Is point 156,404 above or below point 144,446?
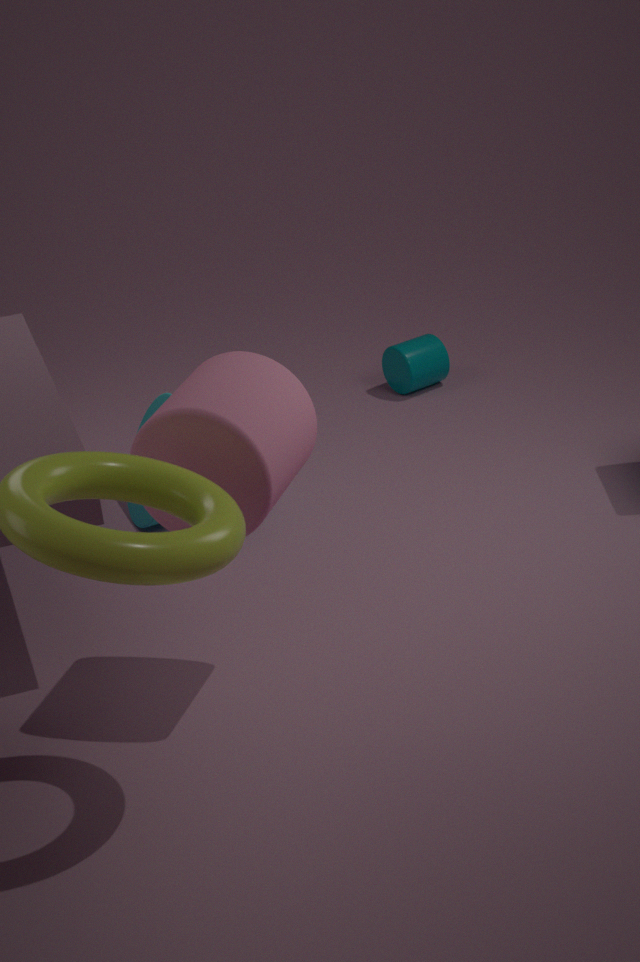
below
